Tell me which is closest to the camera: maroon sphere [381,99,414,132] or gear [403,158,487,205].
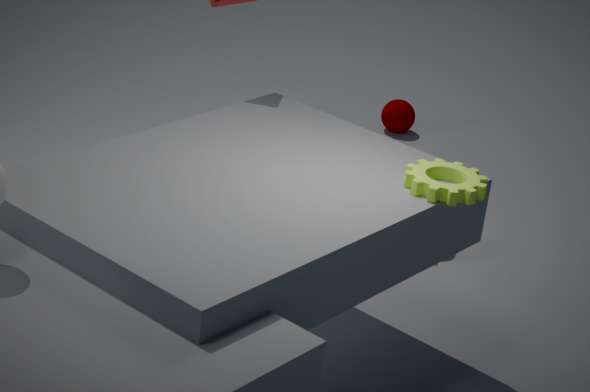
gear [403,158,487,205]
